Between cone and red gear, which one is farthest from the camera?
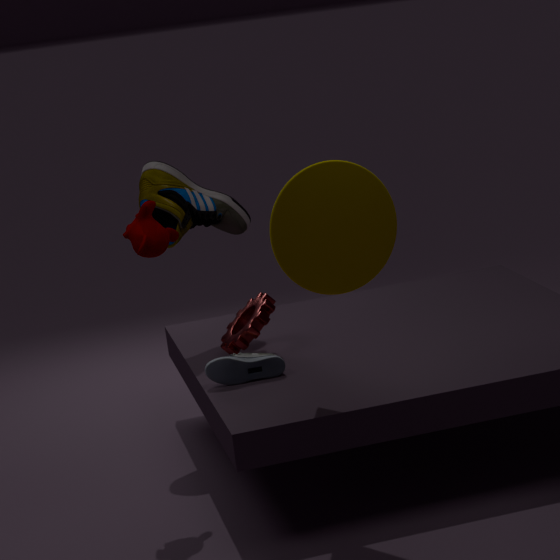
red gear
